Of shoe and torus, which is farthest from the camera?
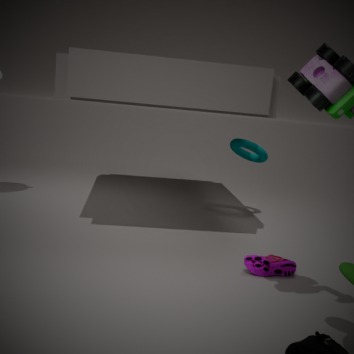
torus
